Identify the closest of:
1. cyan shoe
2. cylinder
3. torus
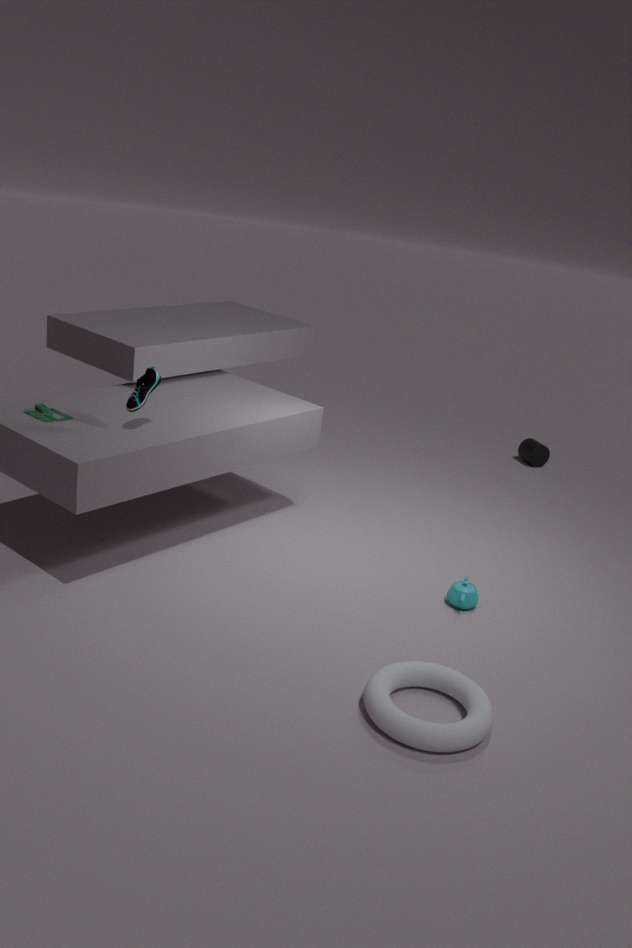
torus
